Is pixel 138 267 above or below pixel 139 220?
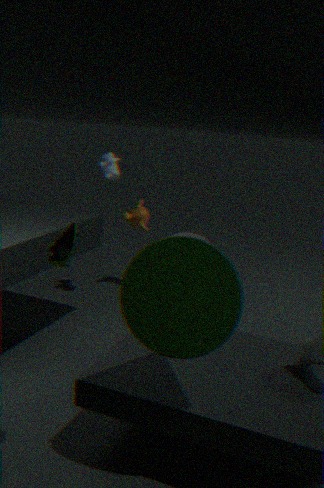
above
